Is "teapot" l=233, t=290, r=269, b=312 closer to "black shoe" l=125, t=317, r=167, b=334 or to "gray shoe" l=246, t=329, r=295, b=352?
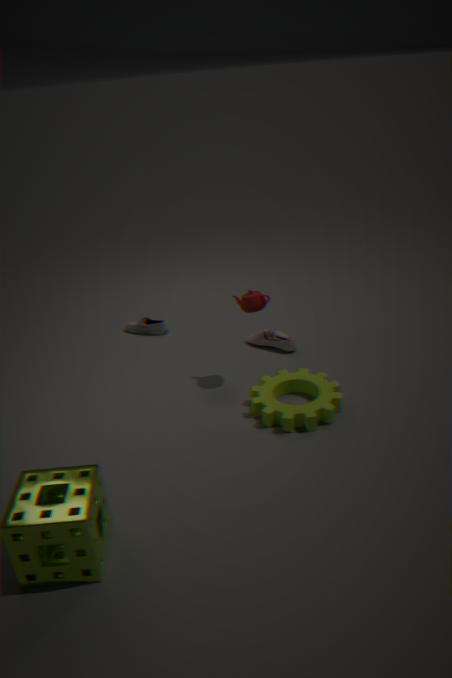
"gray shoe" l=246, t=329, r=295, b=352
